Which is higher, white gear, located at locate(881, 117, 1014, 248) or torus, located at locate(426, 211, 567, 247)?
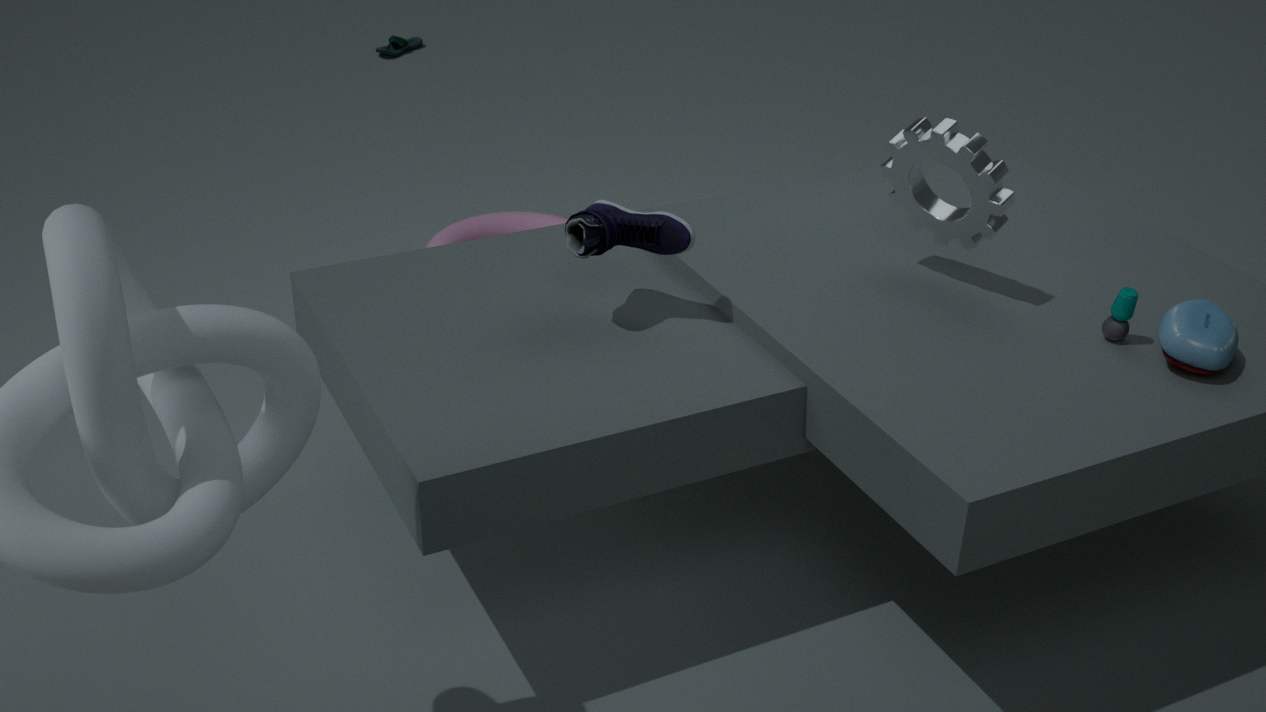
white gear, located at locate(881, 117, 1014, 248)
